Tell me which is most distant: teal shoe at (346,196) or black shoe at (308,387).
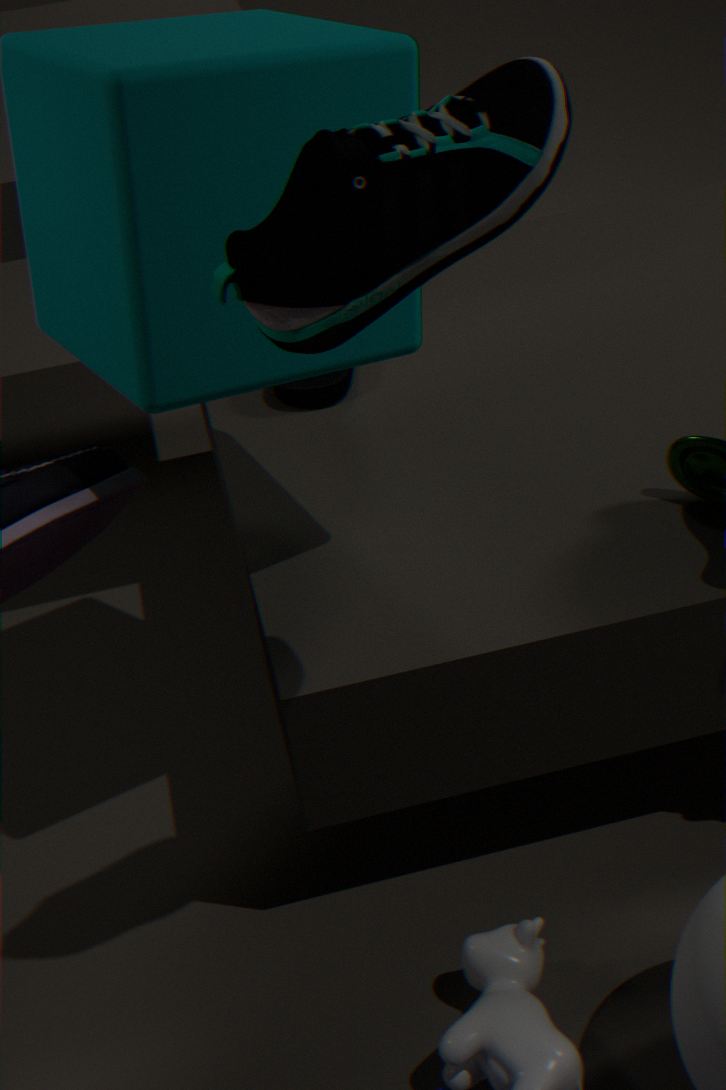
black shoe at (308,387)
